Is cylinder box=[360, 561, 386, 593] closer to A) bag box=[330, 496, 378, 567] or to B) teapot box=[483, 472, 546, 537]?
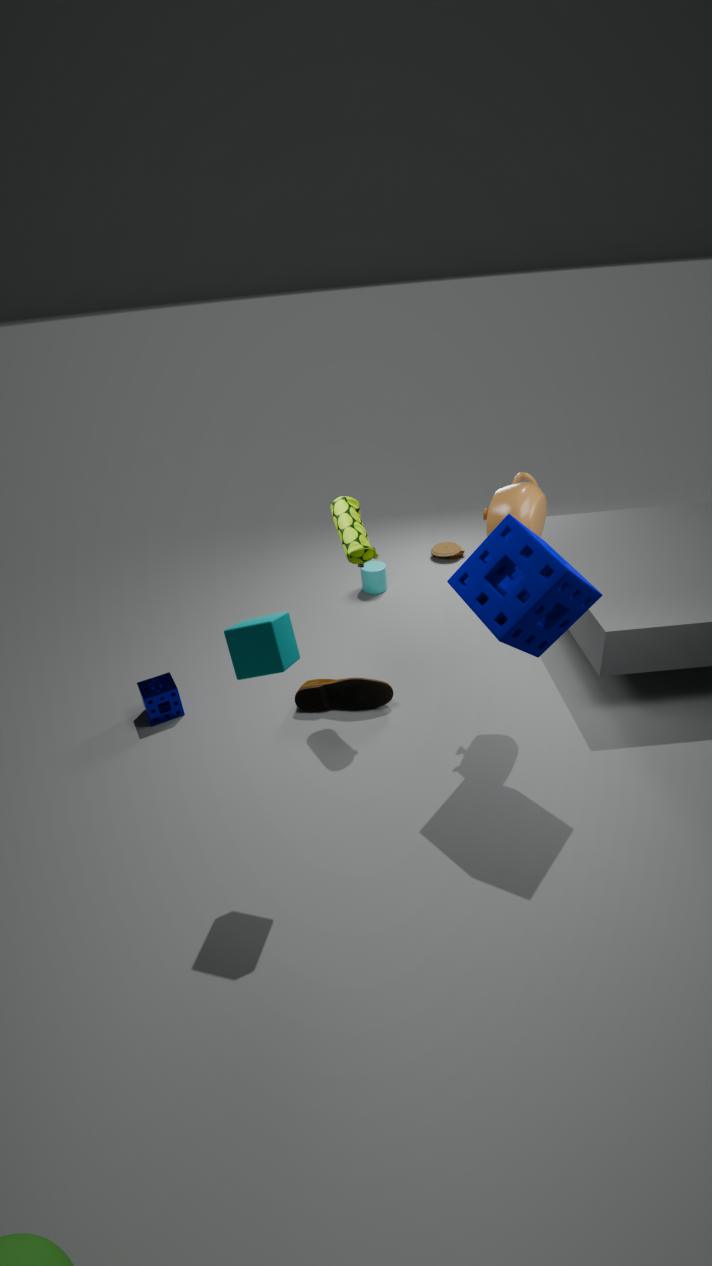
A) bag box=[330, 496, 378, 567]
